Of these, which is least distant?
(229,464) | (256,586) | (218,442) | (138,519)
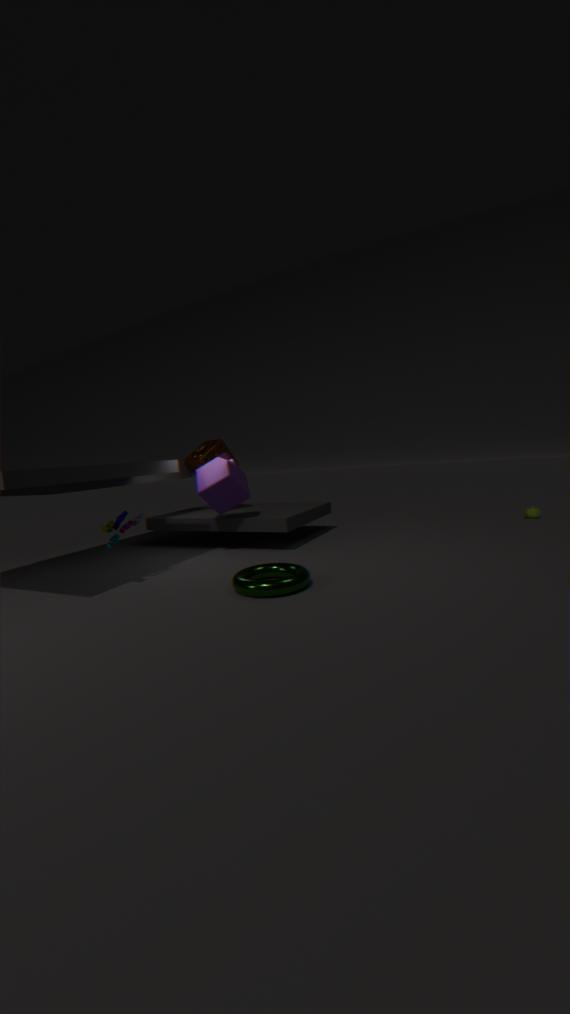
(256,586)
